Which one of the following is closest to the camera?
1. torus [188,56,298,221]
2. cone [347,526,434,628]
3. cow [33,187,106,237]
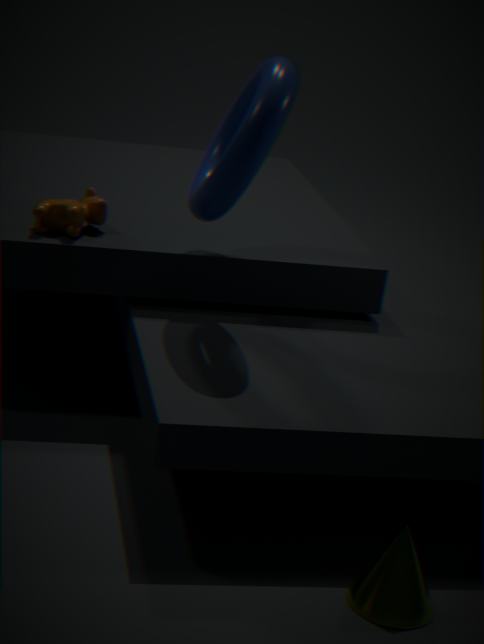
cone [347,526,434,628]
